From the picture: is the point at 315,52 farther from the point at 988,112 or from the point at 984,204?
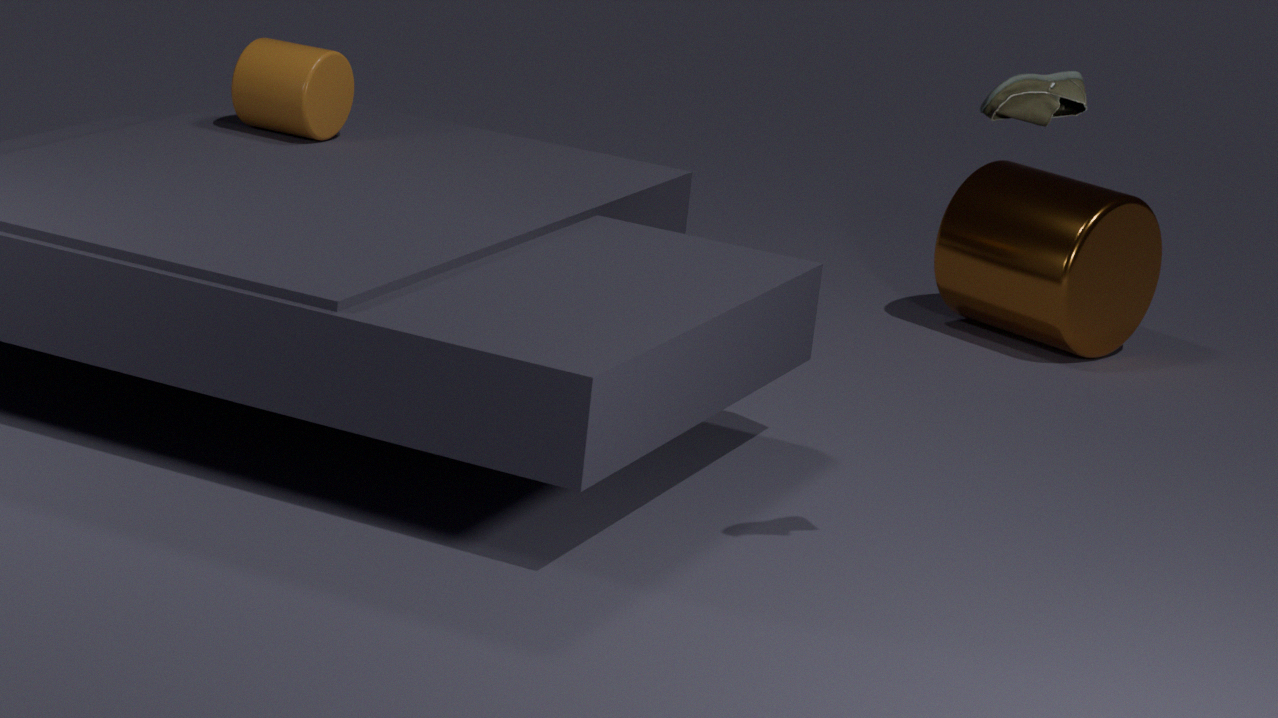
the point at 988,112
